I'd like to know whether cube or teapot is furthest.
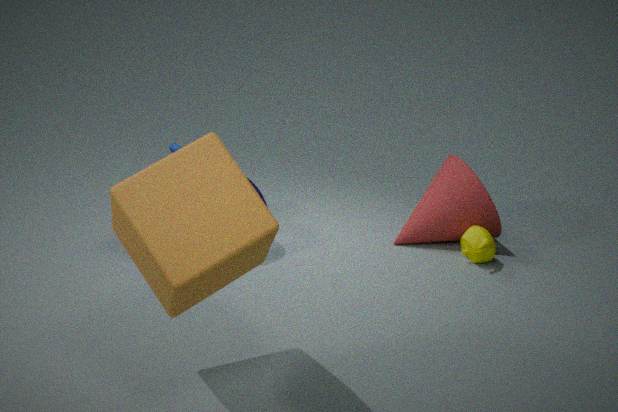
teapot
